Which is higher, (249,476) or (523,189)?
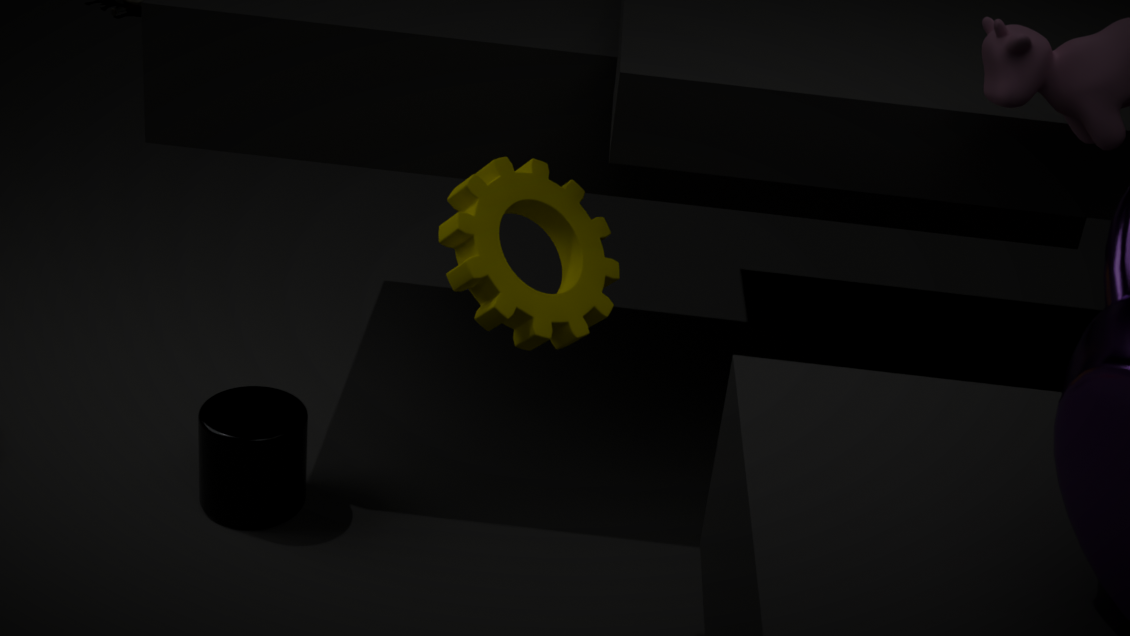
(523,189)
